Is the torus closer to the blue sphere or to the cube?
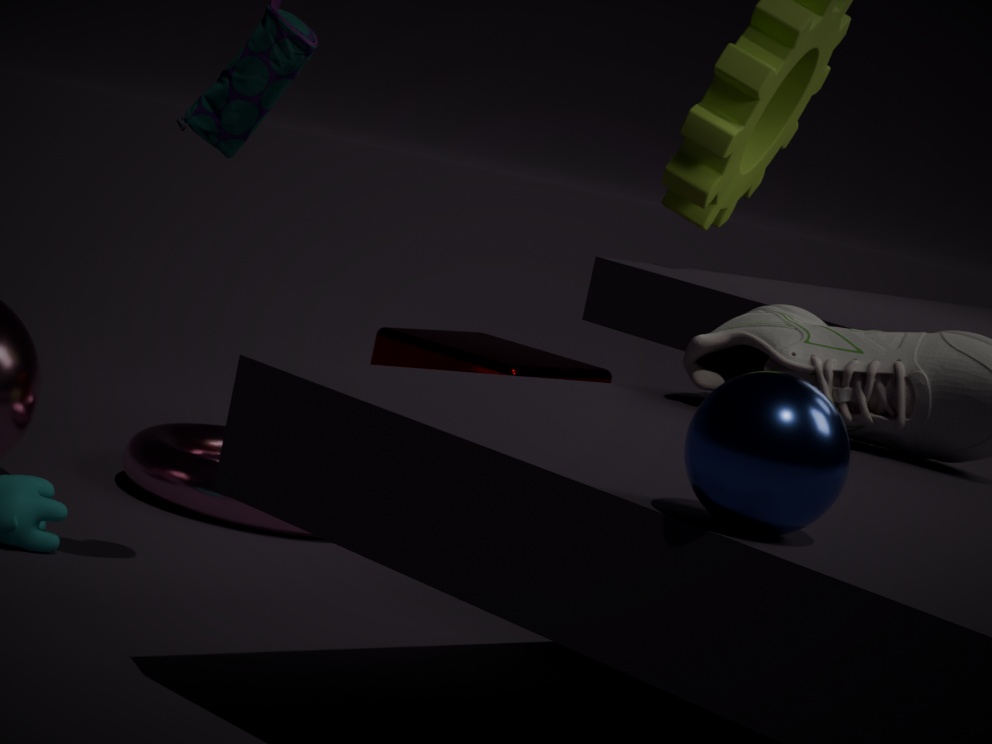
the cube
